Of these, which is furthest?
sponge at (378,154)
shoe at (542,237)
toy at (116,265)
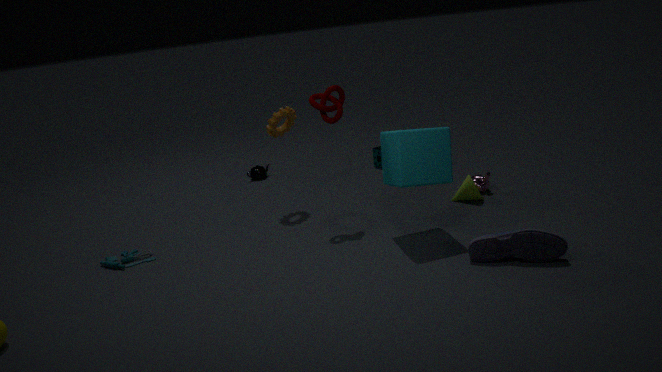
sponge at (378,154)
